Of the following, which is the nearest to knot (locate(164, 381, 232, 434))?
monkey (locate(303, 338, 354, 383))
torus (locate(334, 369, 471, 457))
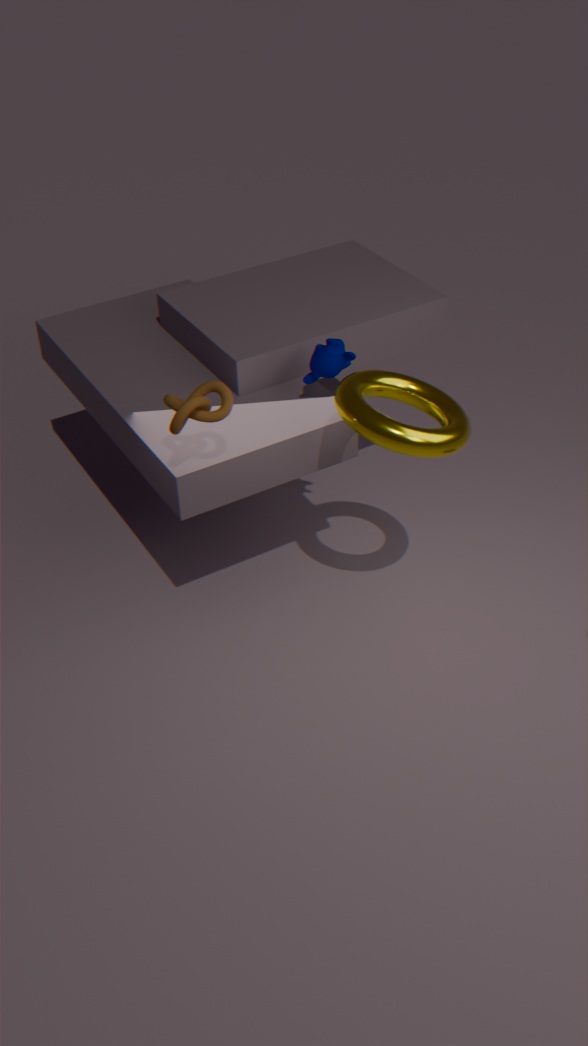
torus (locate(334, 369, 471, 457))
